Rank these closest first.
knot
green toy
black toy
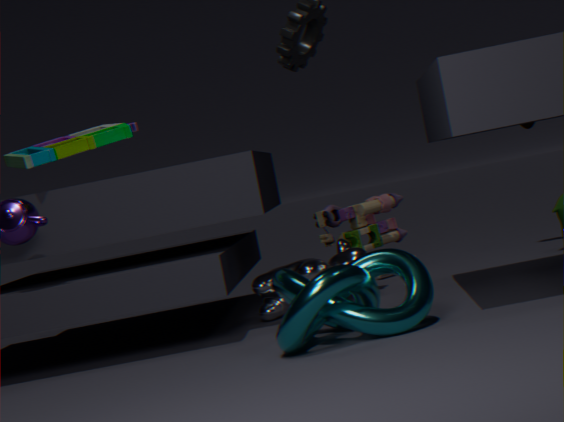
knot < green toy < black toy
